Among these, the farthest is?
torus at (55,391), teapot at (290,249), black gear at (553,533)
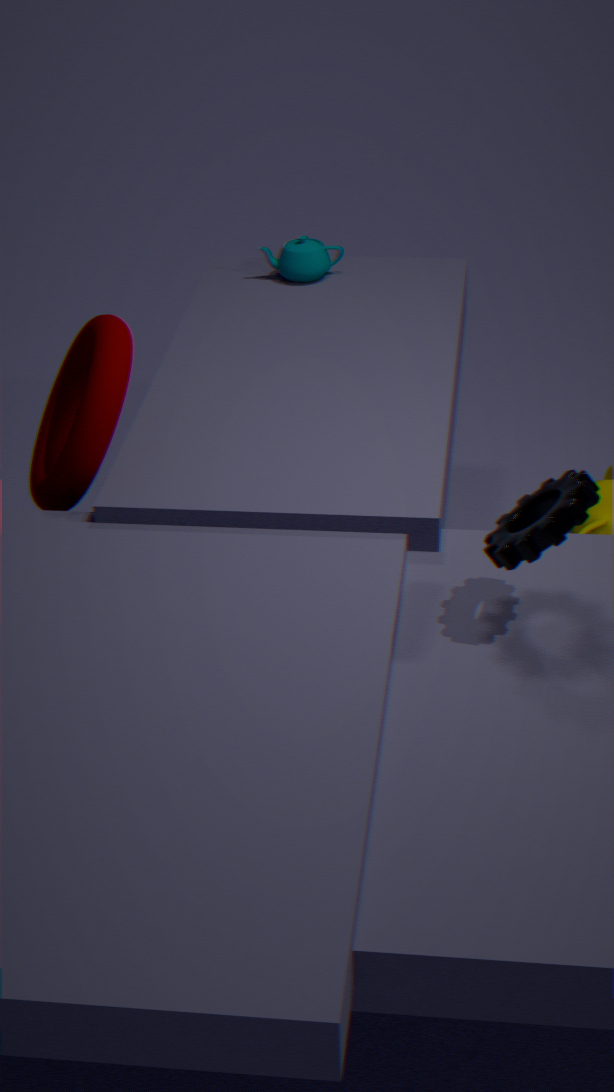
teapot at (290,249)
